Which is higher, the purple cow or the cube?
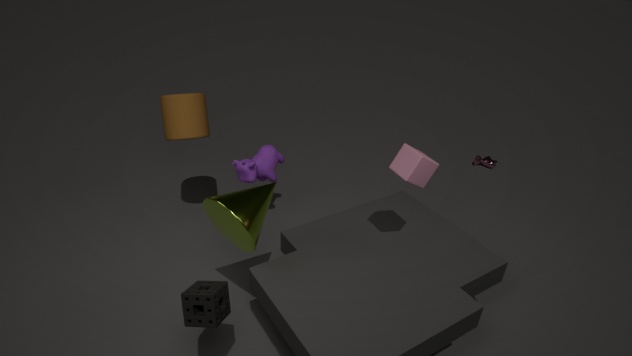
the cube
